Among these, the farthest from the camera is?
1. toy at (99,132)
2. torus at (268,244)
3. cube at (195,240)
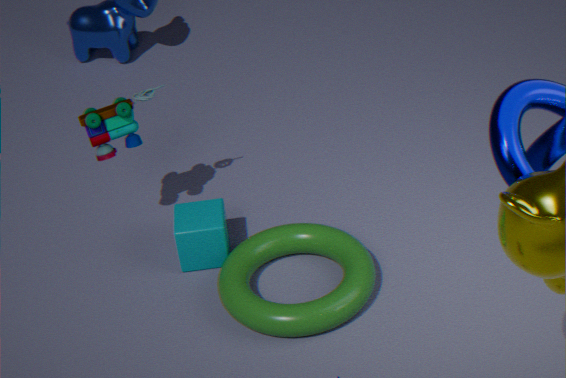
cube at (195,240)
